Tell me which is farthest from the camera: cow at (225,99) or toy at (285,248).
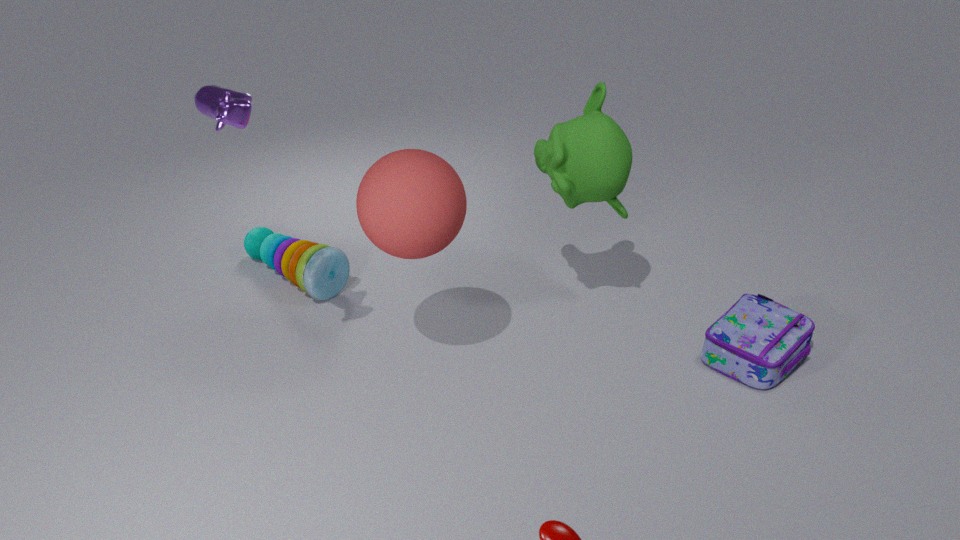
toy at (285,248)
